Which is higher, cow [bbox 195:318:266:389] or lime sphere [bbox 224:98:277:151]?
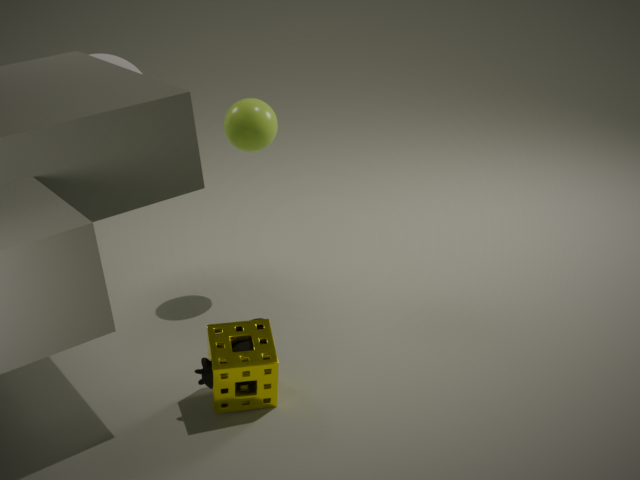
lime sphere [bbox 224:98:277:151]
